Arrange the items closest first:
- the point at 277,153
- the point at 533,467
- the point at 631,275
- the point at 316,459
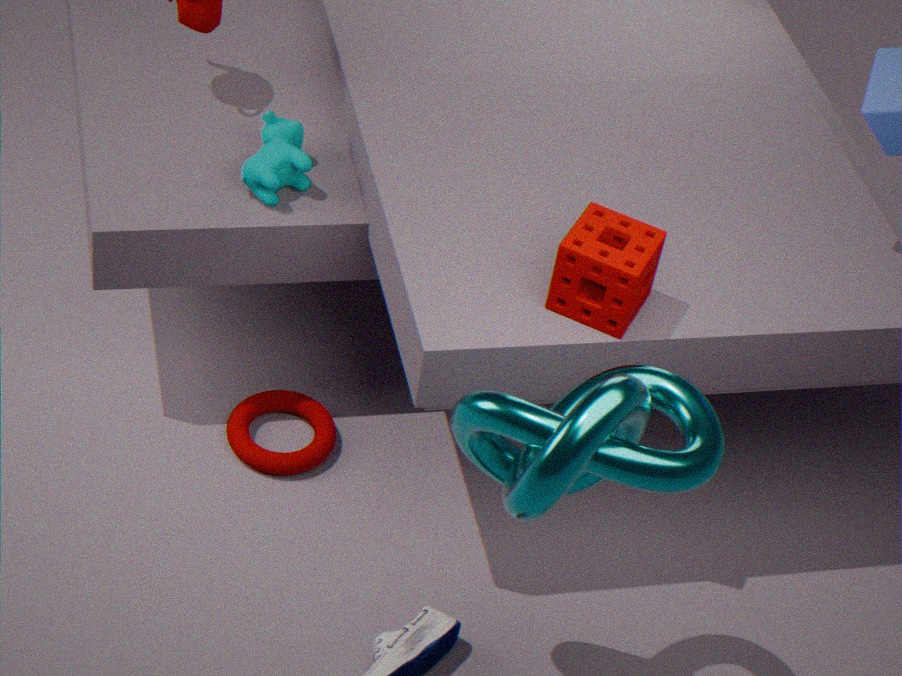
the point at 533,467
the point at 631,275
the point at 277,153
the point at 316,459
